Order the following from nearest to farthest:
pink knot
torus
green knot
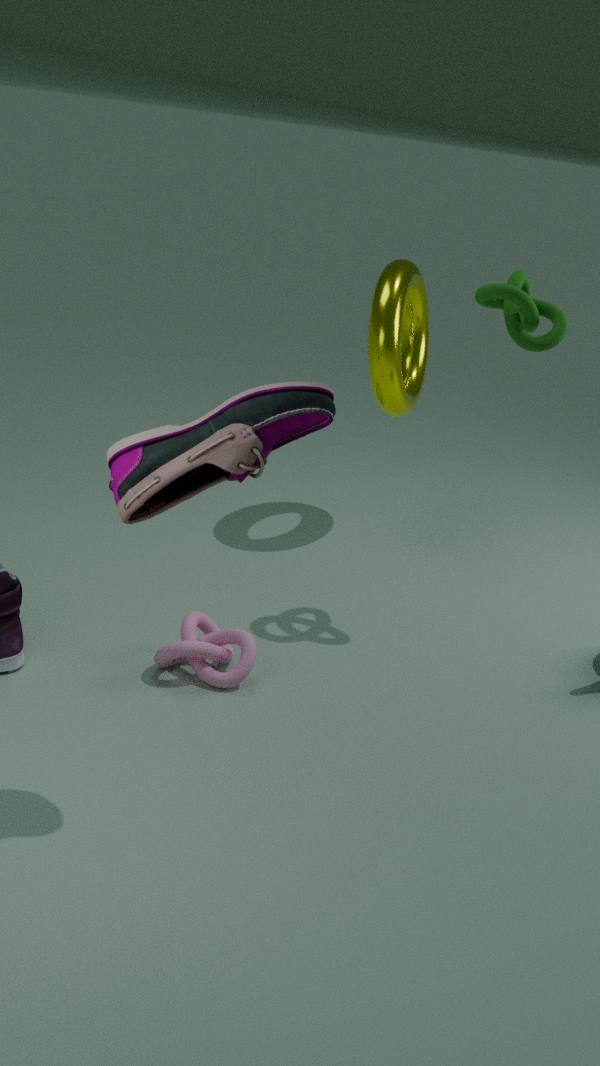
pink knot
green knot
torus
